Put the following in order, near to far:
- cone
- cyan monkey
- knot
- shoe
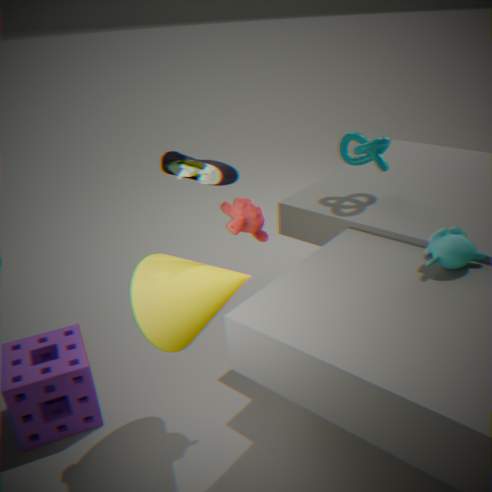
1. cyan monkey
2. shoe
3. cone
4. knot
